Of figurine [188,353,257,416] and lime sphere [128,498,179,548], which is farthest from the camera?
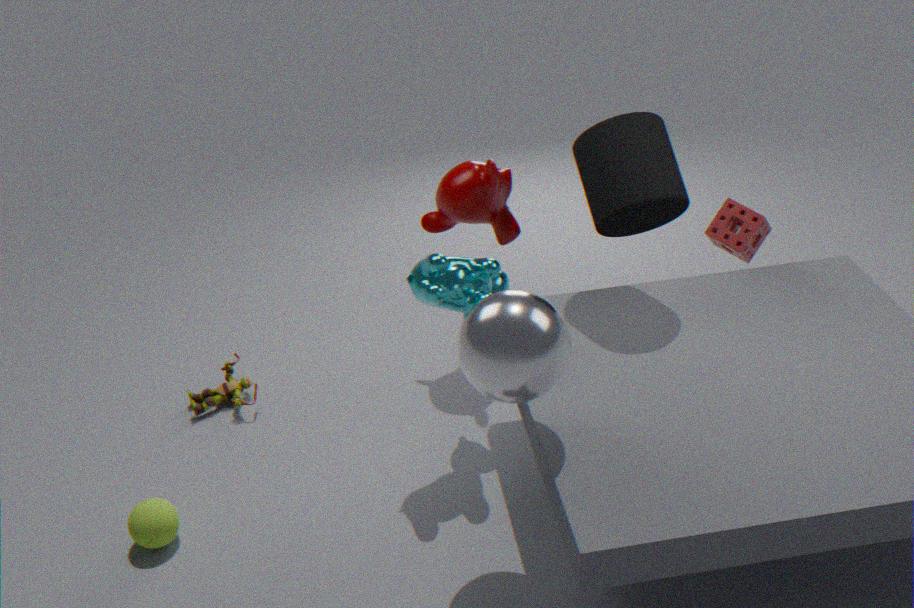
figurine [188,353,257,416]
